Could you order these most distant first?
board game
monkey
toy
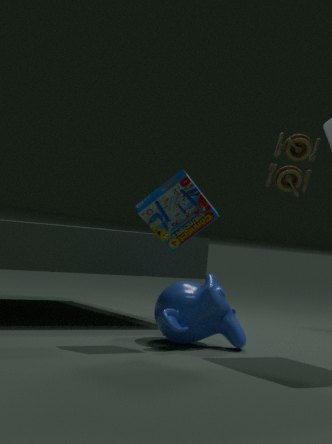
toy, monkey, board game
